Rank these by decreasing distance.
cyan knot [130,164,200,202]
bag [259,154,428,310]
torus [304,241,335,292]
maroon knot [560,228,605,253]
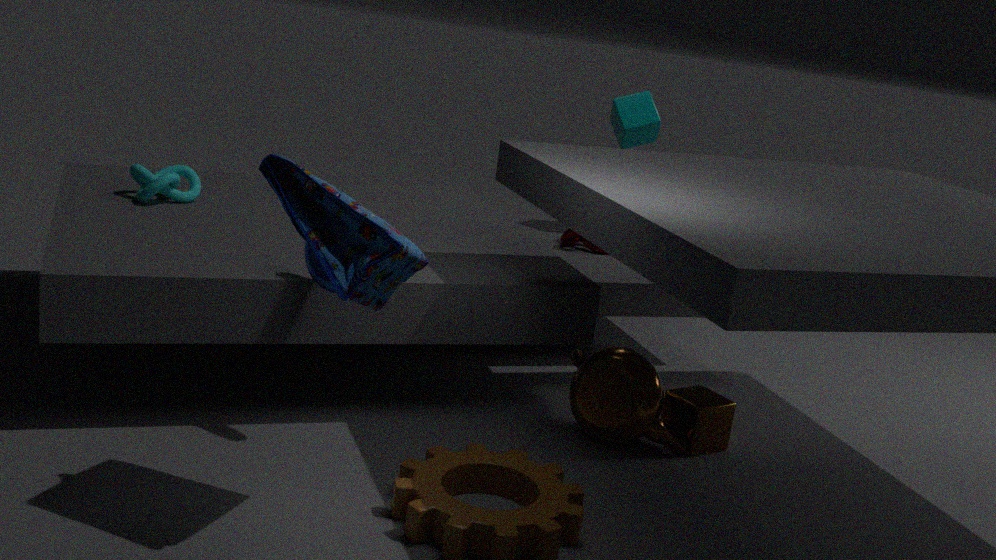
maroon knot [560,228,605,253], cyan knot [130,164,200,202], torus [304,241,335,292], bag [259,154,428,310]
